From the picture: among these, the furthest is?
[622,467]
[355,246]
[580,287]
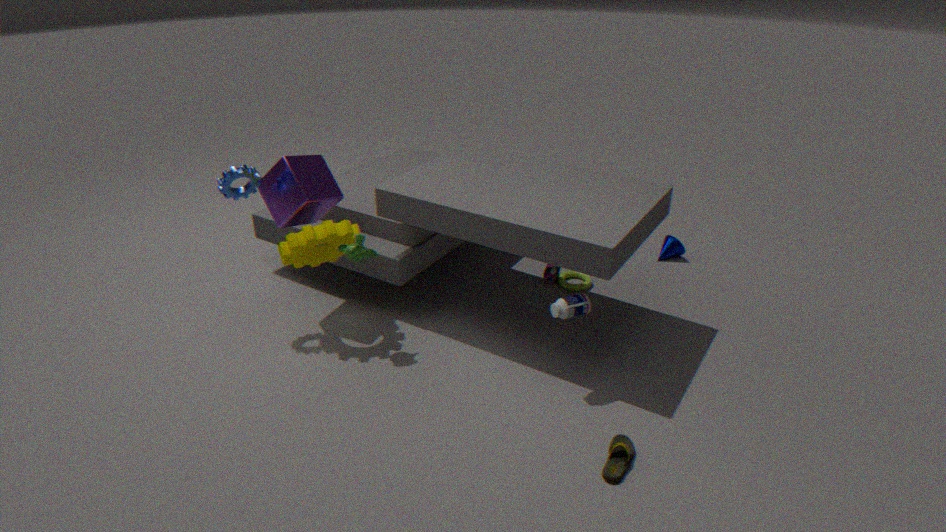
[580,287]
